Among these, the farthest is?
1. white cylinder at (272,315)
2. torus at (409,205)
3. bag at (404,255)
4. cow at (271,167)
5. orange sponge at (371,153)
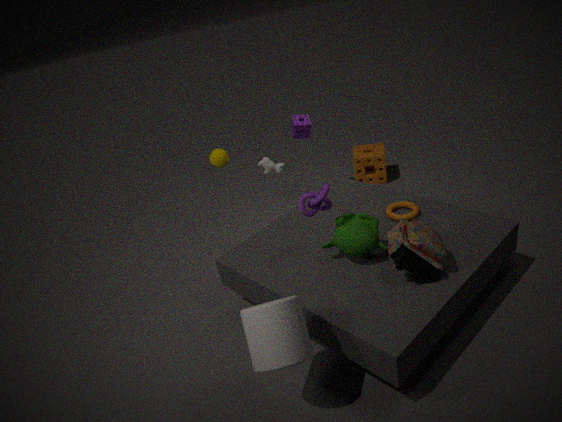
orange sponge at (371,153)
